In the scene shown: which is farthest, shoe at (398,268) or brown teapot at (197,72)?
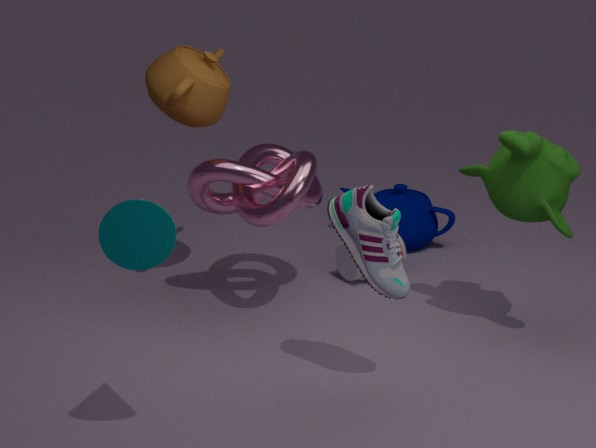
A: brown teapot at (197,72)
